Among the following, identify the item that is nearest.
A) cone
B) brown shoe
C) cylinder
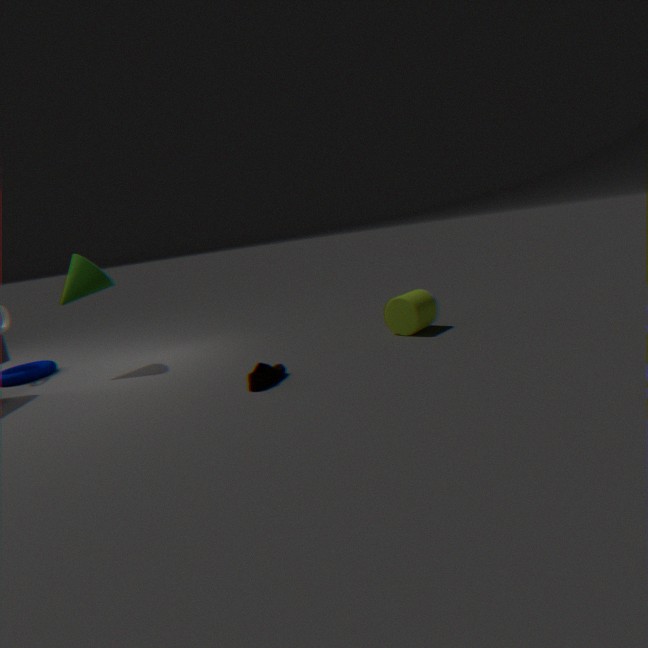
brown shoe
